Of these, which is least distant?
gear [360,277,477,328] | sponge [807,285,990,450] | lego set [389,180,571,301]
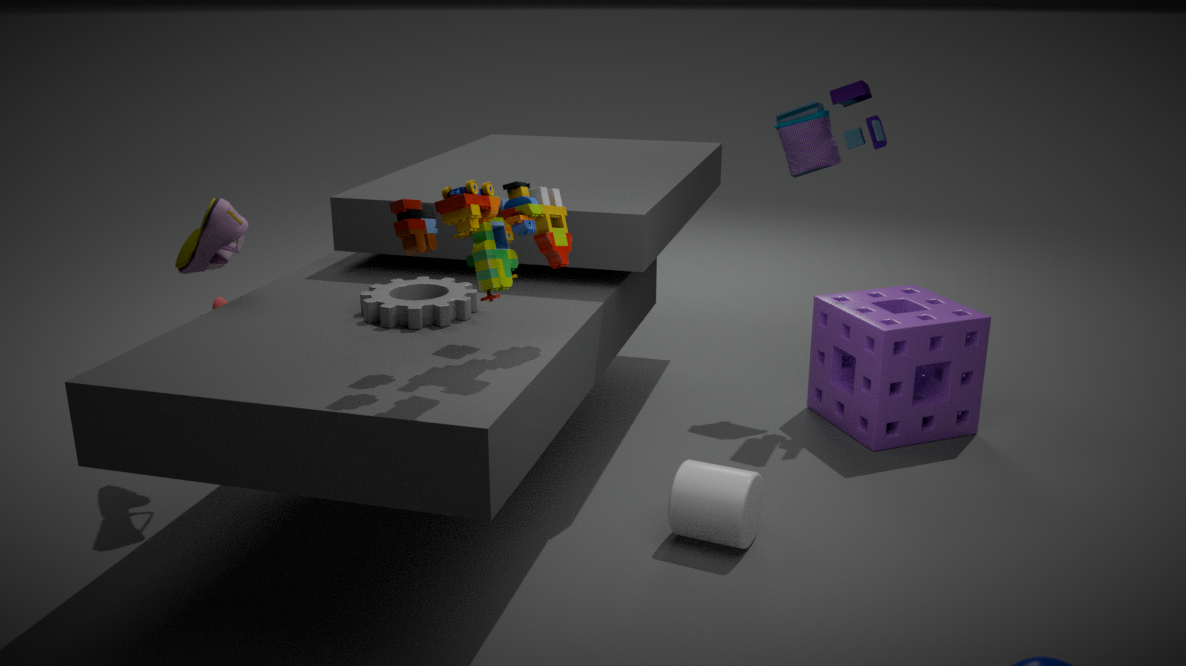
lego set [389,180,571,301]
